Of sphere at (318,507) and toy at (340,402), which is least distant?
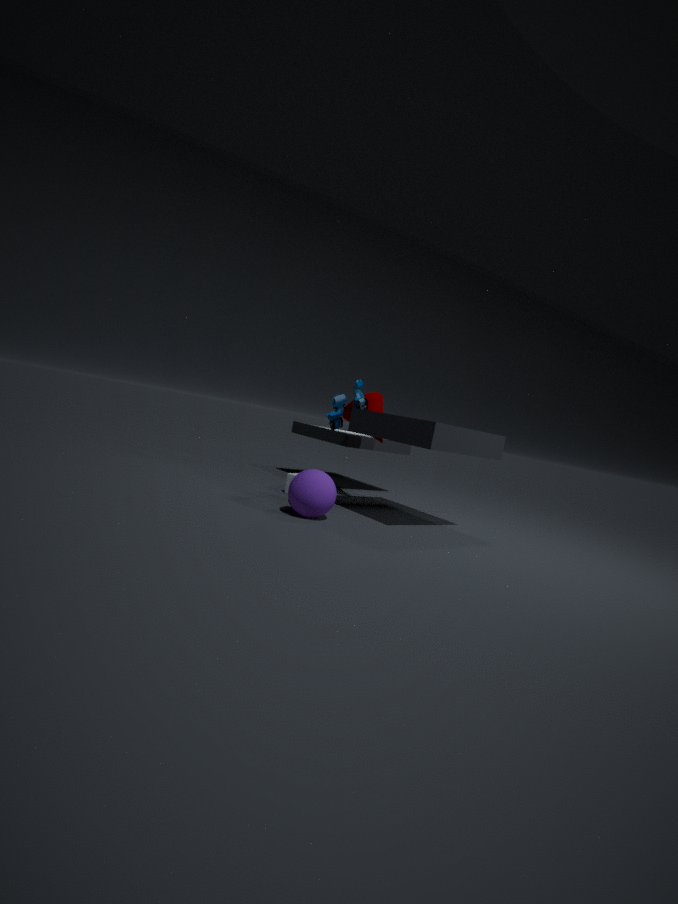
sphere at (318,507)
